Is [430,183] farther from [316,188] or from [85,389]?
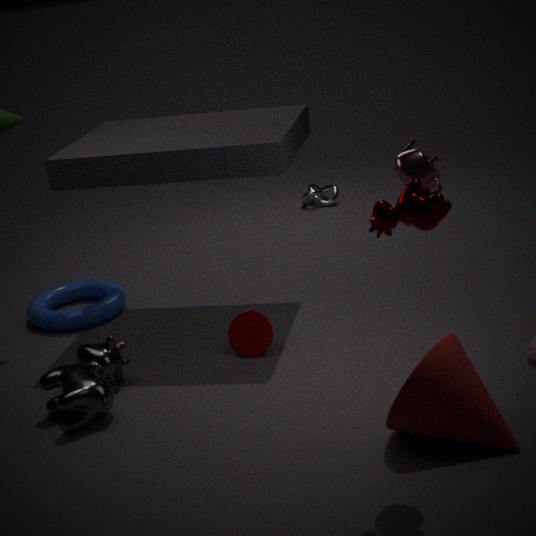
[316,188]
